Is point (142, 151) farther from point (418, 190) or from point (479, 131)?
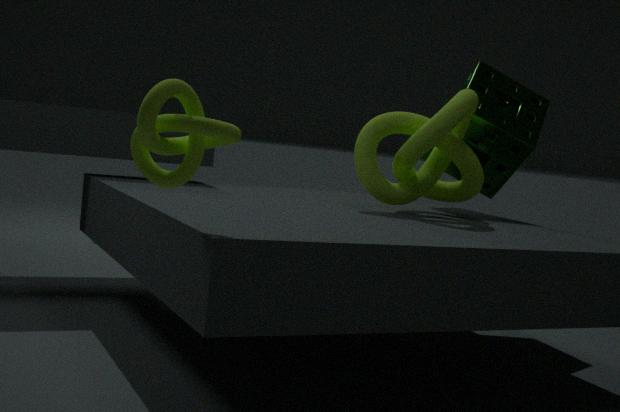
point (479, 131)
